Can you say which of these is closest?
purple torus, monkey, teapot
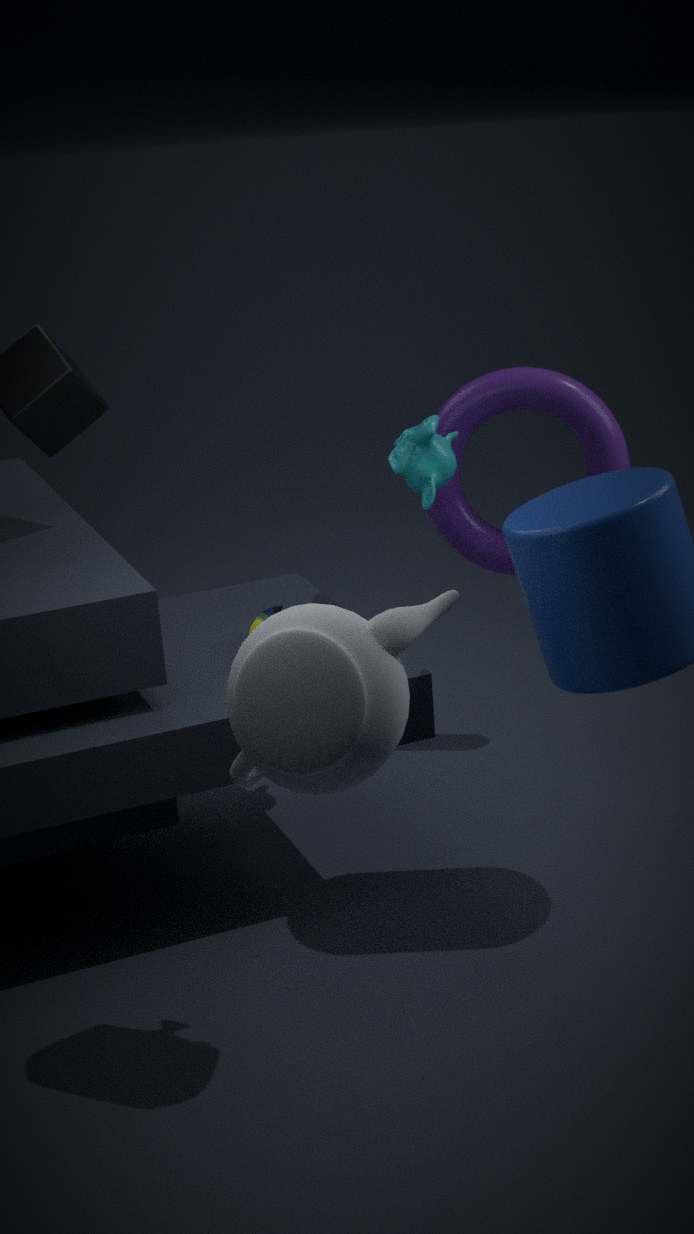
teapot
